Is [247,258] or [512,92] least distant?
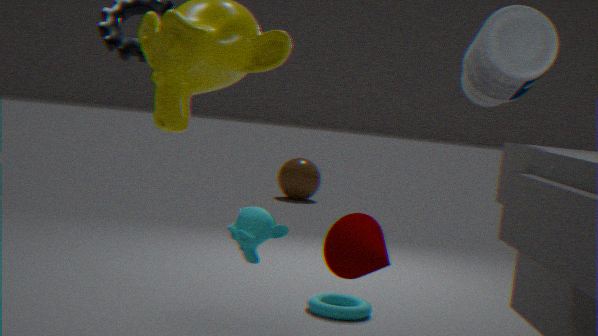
[512,92]
